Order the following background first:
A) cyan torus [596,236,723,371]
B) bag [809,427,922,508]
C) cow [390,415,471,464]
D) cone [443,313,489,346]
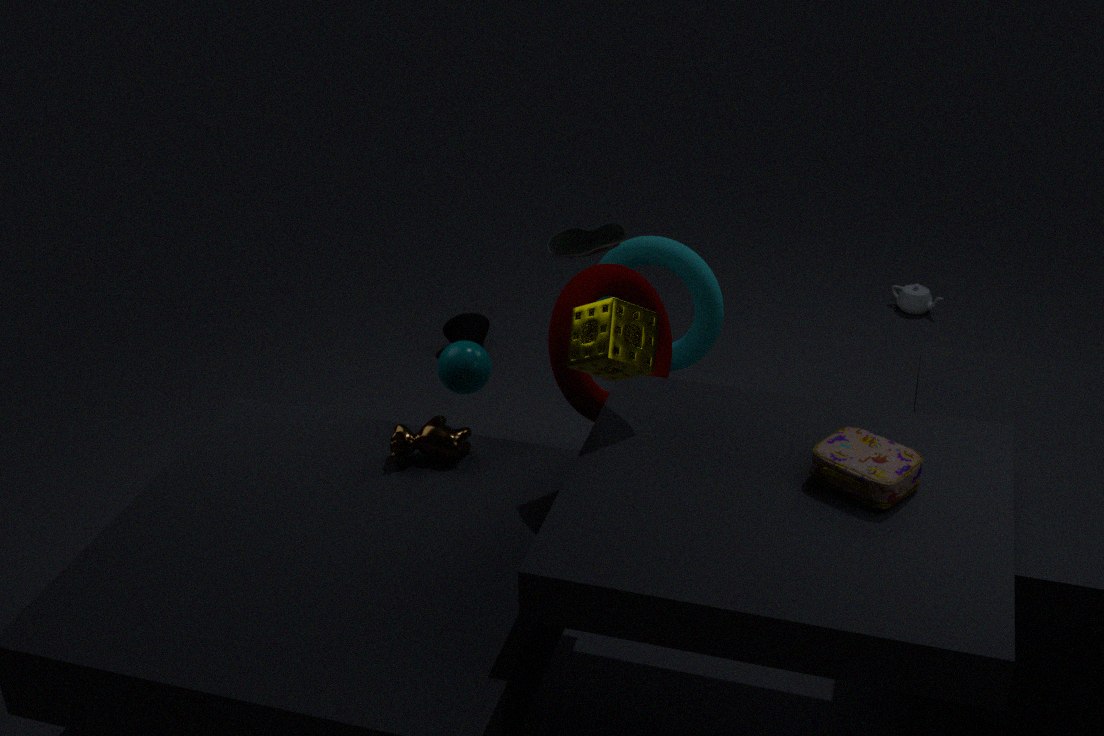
cone [443,313,489,346] → cyan torus [596,236,723,371] → cow [390,415,471,464] → bag [809,427,922,508]
